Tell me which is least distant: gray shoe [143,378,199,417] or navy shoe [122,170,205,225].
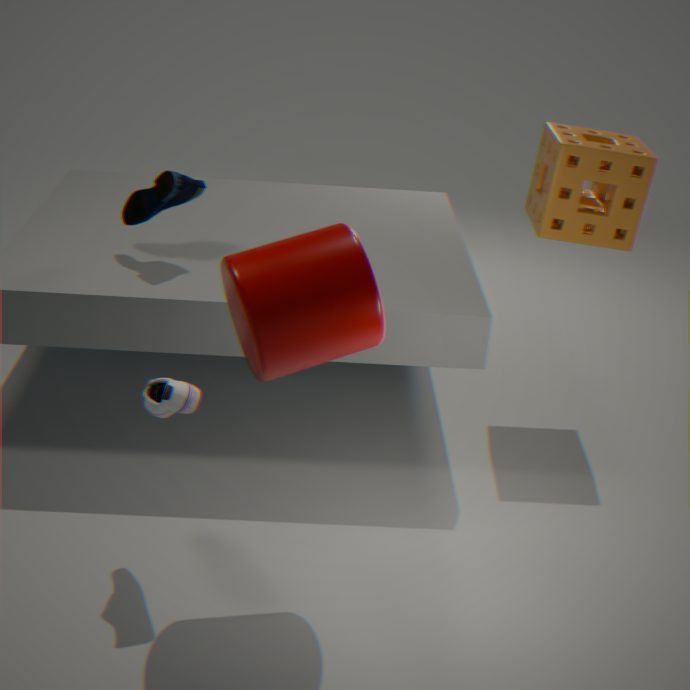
gray shoe [143,378,199,417]
